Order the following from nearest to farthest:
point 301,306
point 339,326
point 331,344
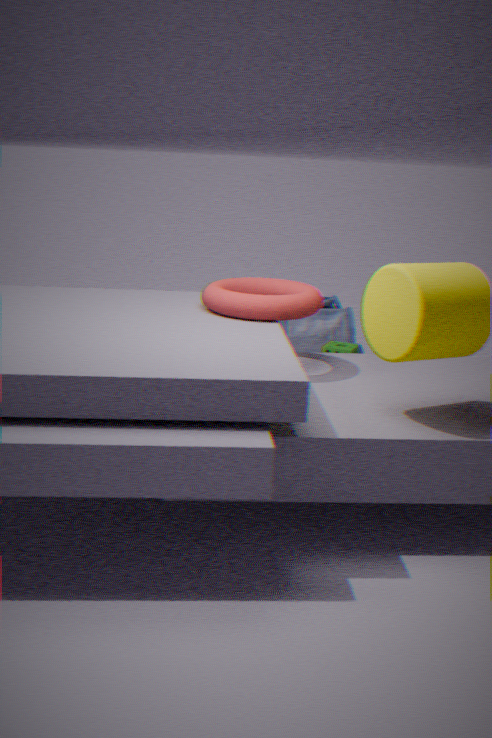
point 301,306, point 331,344, point 339,326
